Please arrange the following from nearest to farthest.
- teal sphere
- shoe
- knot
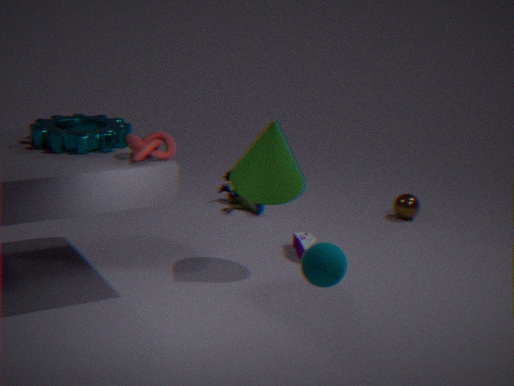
teal sphere
knot
shoe
